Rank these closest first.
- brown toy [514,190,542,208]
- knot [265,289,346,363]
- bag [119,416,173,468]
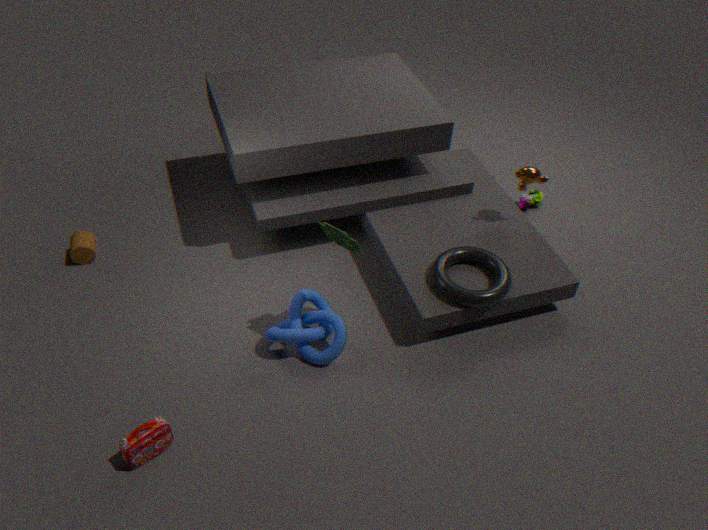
bag [119,416,173,468] → knot [265,289,346,363] → brown toy [514,190,542,208]
